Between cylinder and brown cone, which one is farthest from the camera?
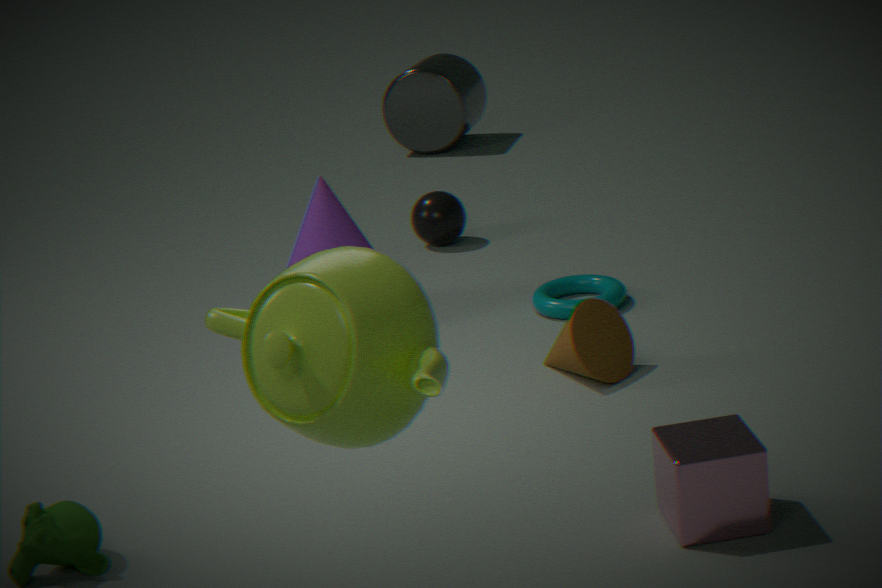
cylinder
